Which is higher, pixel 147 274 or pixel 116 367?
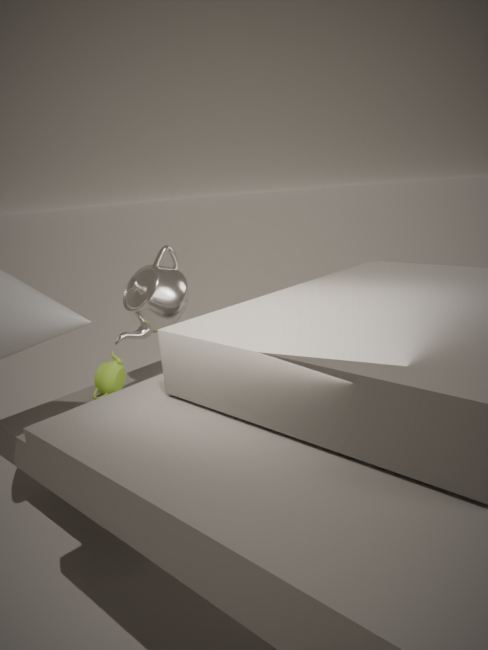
pixel 147 274
